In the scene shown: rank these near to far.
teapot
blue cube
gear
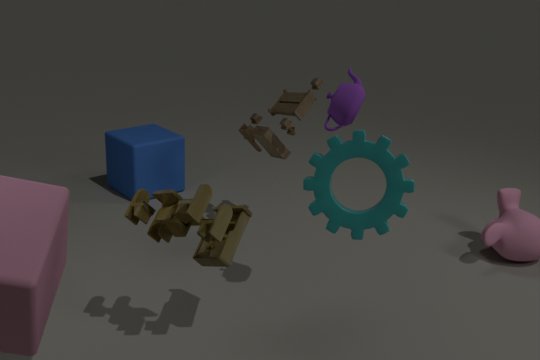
gear → teapot → blue cube
